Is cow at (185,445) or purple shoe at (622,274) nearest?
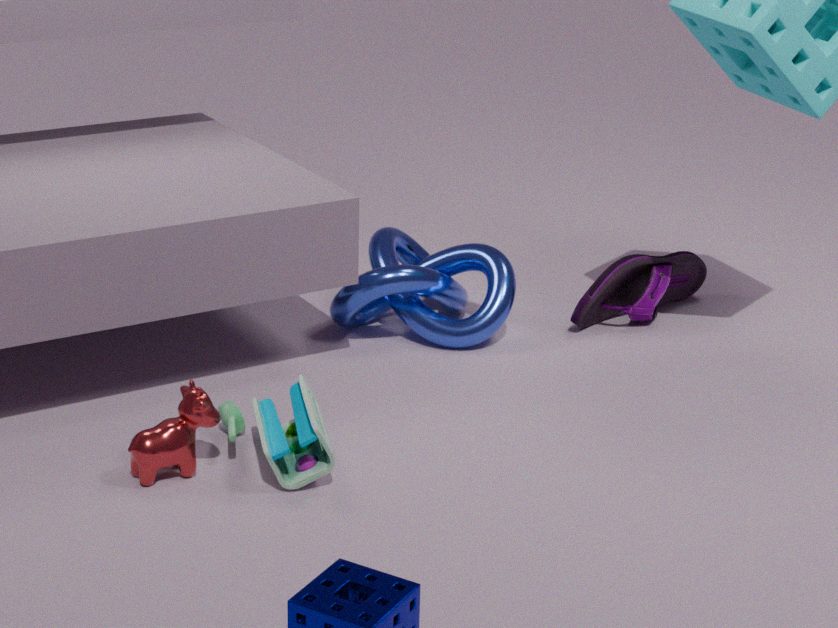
cow at (185,445)
